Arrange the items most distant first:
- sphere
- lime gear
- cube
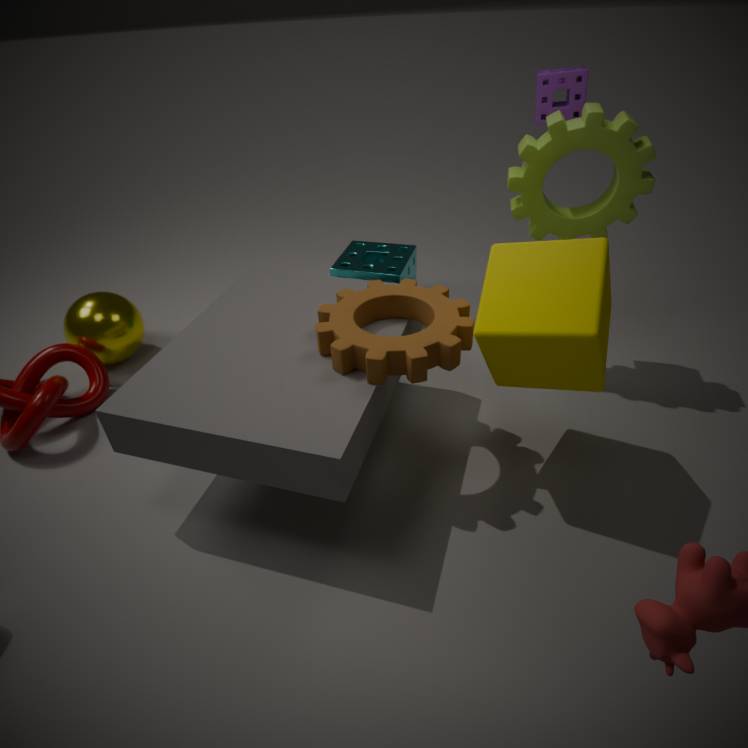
sphere, lime gear, cube
